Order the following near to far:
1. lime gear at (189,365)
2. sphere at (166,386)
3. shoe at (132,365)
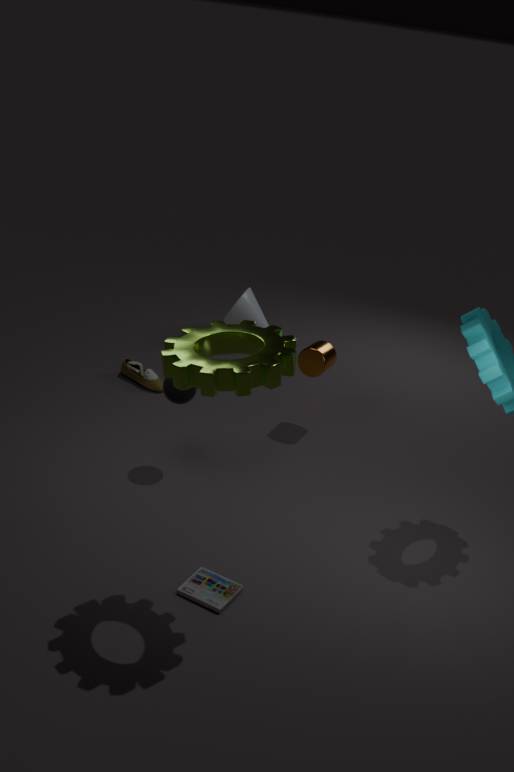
lime gear at (189,365), sphere at (166,386), shoe at (132,365)
